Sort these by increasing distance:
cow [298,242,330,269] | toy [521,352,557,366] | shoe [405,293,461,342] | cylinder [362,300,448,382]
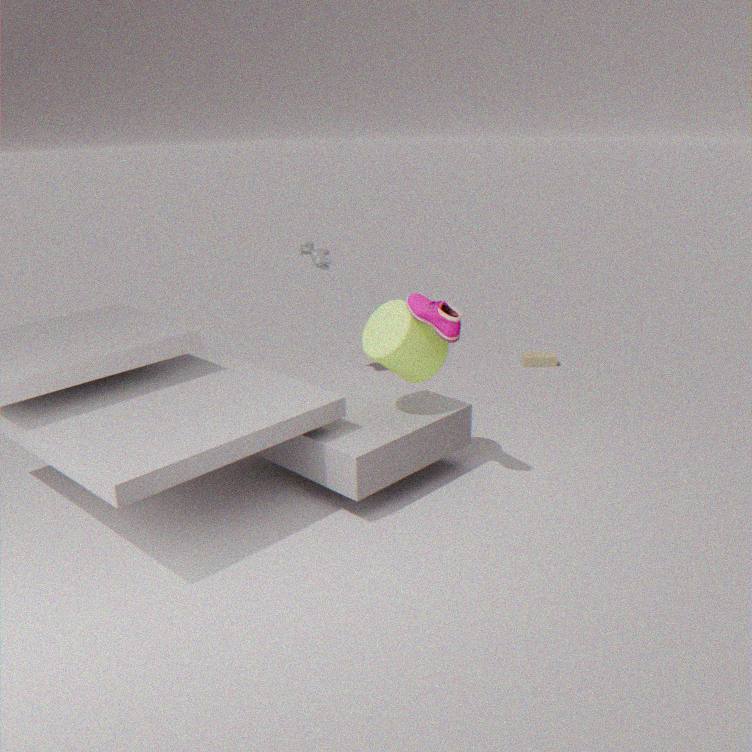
1. shoe [405,293,461,342]
2. cylinder [362,300,448,382]
3. cow [298,242,330,269]
4. toy [521,352,557,366]
